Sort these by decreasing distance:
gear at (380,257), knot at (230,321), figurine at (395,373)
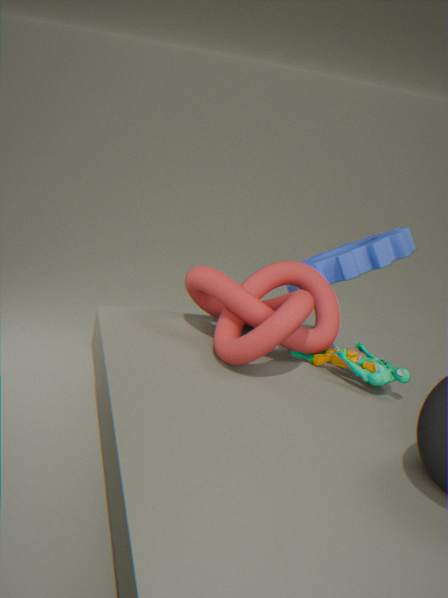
gear at (380,257)
figurine at (395,373)
knot at (230,321)
